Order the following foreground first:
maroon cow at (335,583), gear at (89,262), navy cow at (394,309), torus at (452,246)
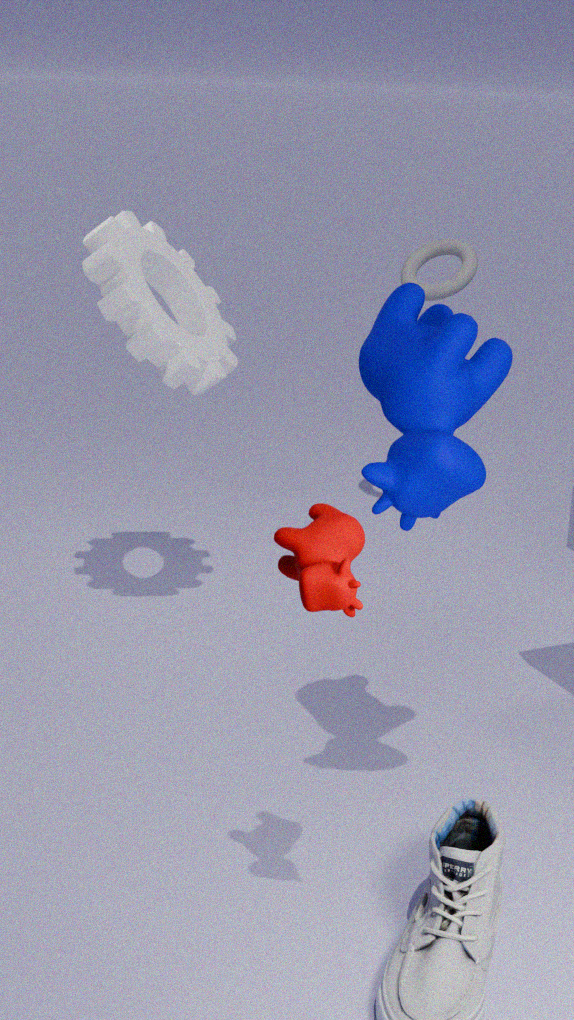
maroon cow at (335,583)
navy cow at (394,309)
gear at (89,262)
torus at (452,246)
